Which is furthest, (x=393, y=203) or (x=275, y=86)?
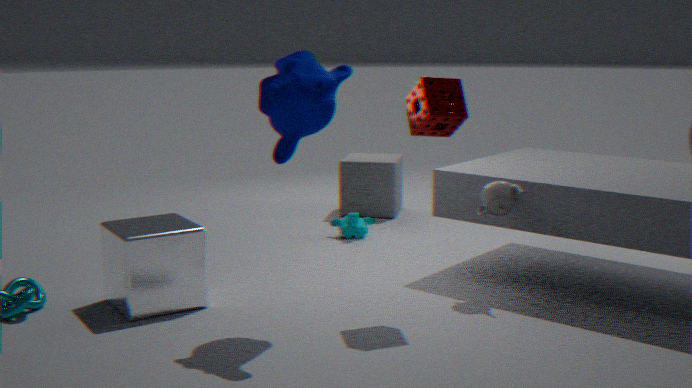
(x=393, y=203)
